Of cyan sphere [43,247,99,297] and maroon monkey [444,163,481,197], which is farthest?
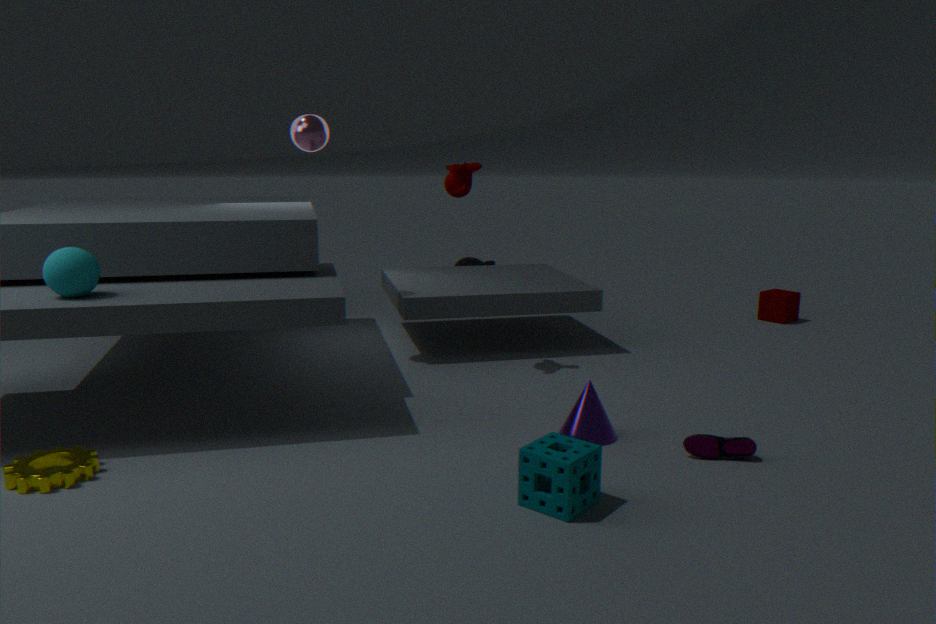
maroon monkey [444,163,481,197]
